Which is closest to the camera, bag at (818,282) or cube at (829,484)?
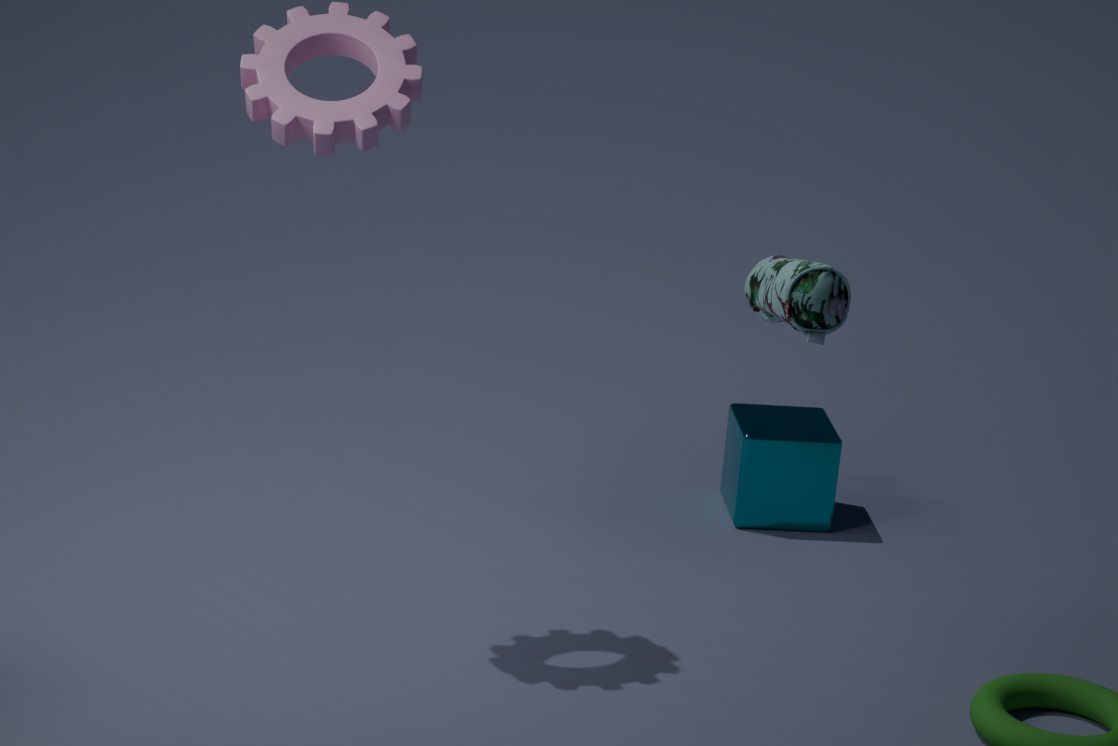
bag at (818,282)
